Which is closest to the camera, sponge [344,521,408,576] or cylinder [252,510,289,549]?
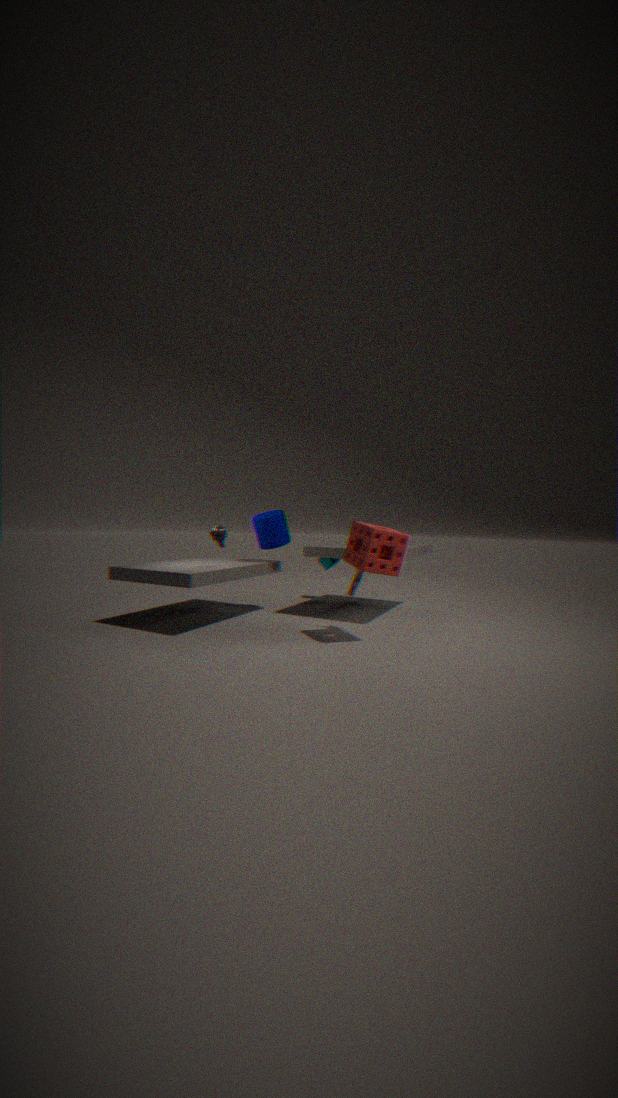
sponge [344,521,408,576]
